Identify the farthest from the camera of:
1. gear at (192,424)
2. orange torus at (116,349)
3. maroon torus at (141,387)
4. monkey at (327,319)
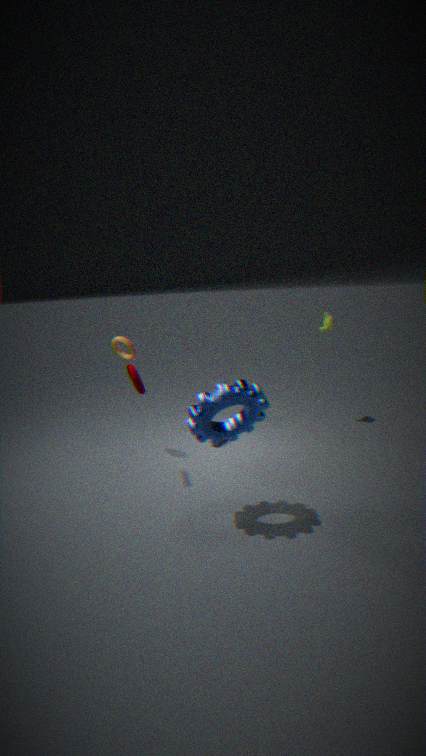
monkey at (327,319)
